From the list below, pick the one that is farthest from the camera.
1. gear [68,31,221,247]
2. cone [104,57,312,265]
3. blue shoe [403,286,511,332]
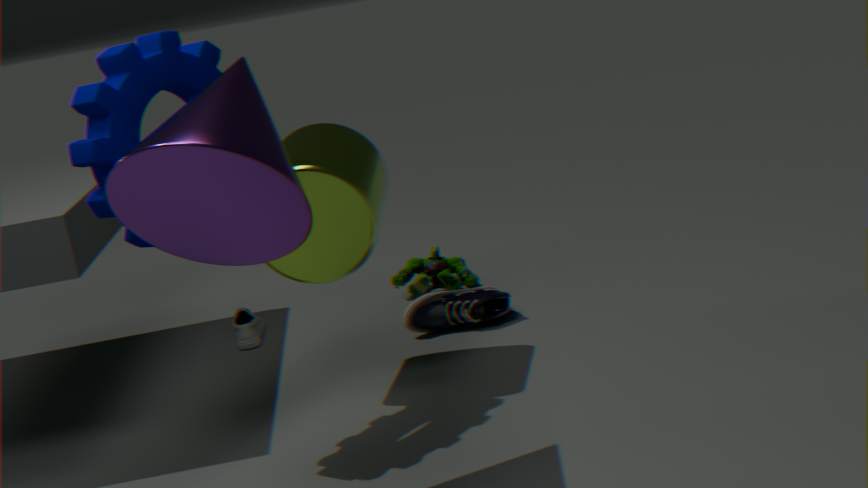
blue shoe [403,286,511,332]
